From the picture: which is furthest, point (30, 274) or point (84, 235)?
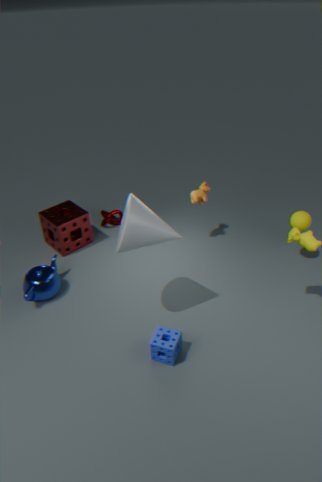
point (84, 235)
